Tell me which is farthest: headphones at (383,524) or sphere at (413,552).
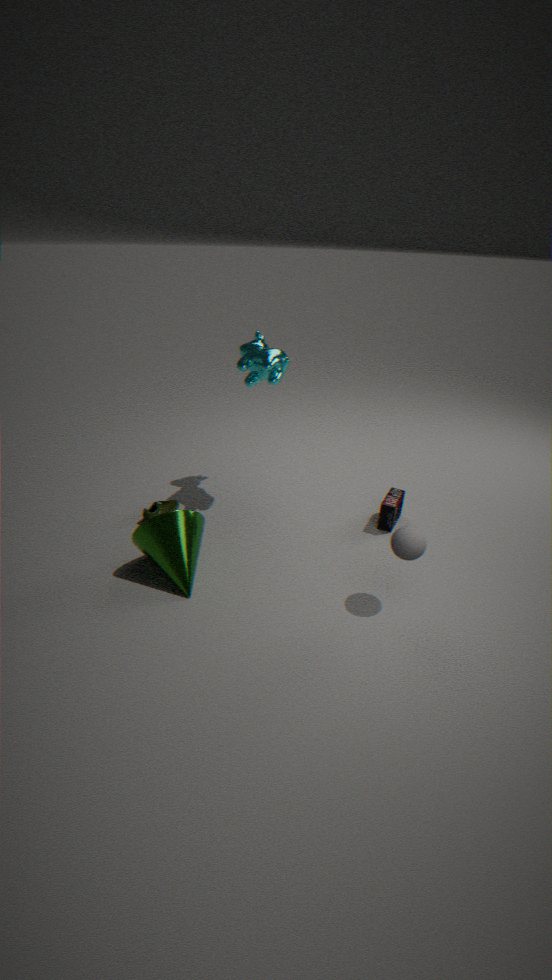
headphones at (383,524)
